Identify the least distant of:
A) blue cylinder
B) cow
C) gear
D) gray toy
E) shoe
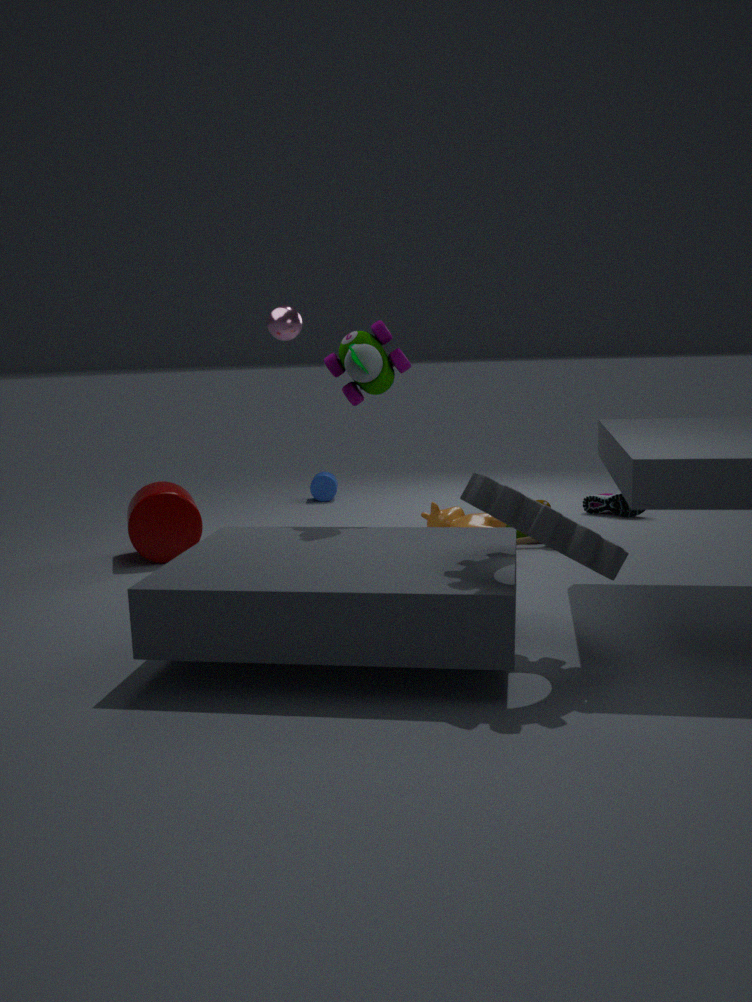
gear
